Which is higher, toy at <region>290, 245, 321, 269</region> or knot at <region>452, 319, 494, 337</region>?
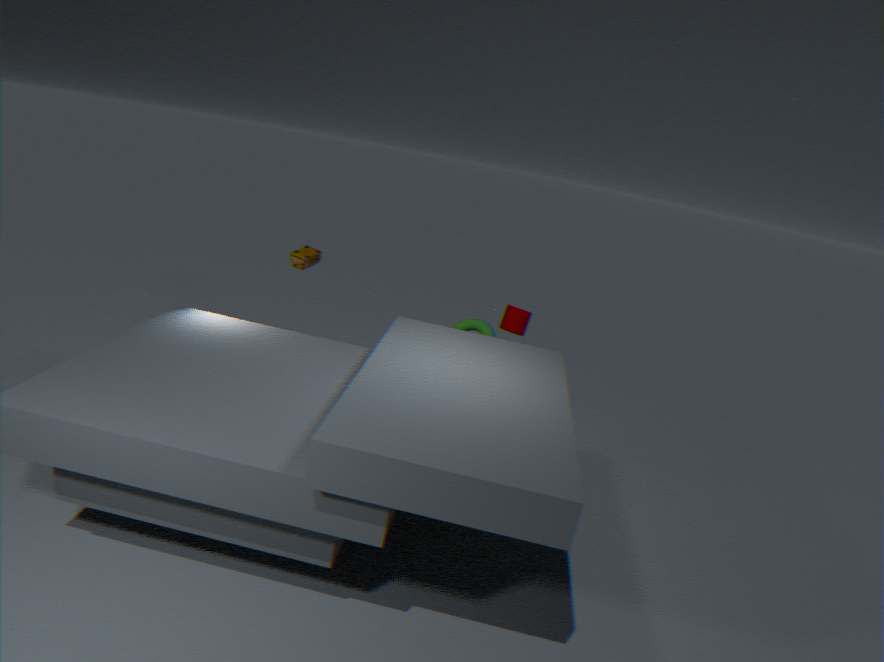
toy at <region>290, 245, 321, 269</region>
